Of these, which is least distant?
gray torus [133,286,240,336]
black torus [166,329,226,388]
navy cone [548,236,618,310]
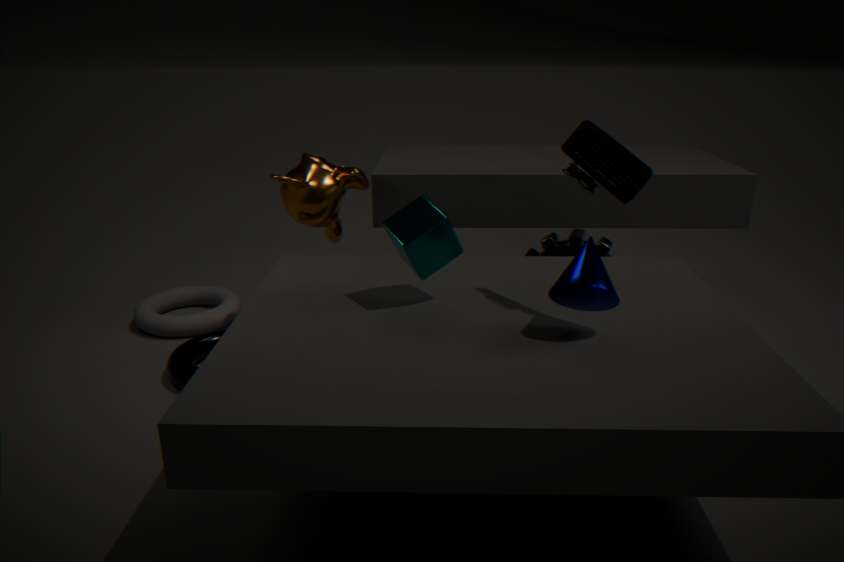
navy cone [548,236,618,310]
